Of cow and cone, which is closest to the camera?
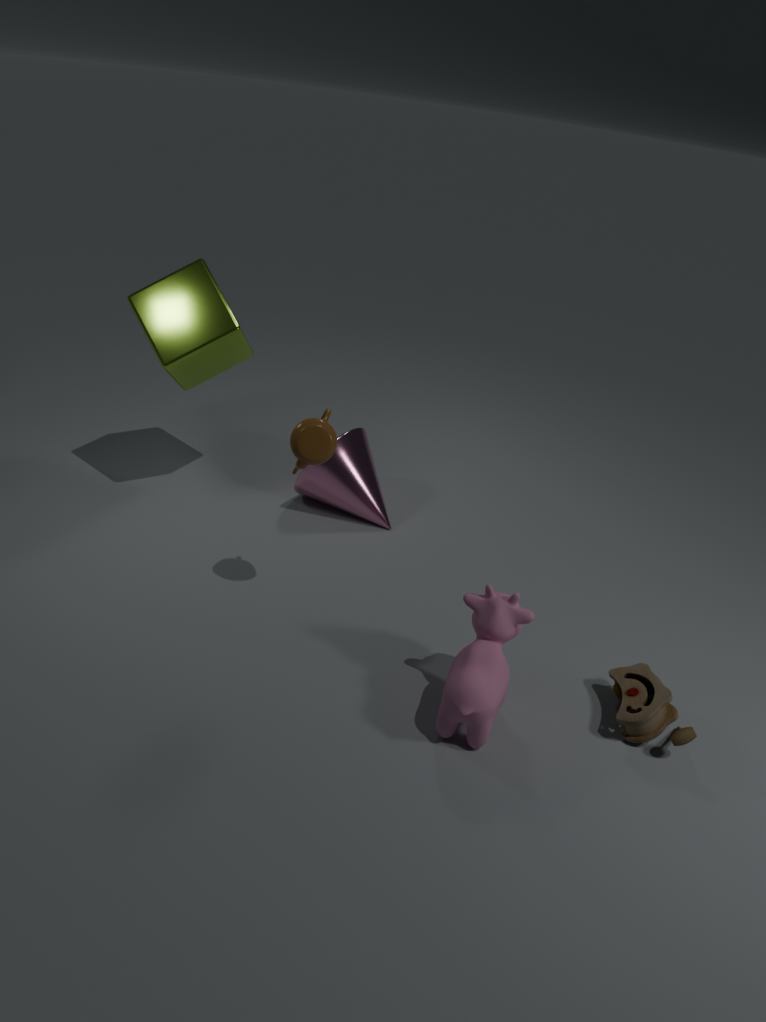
cow
